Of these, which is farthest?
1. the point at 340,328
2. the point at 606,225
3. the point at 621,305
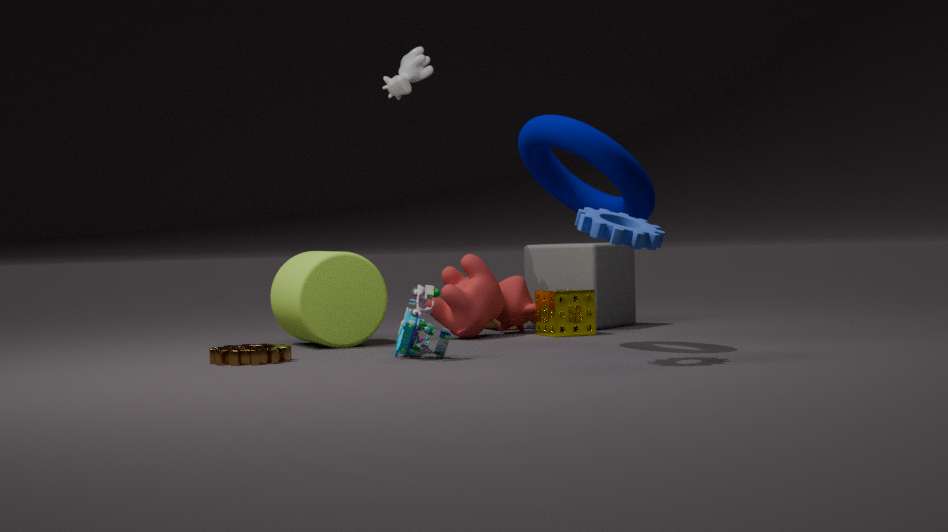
the point at 621,305
